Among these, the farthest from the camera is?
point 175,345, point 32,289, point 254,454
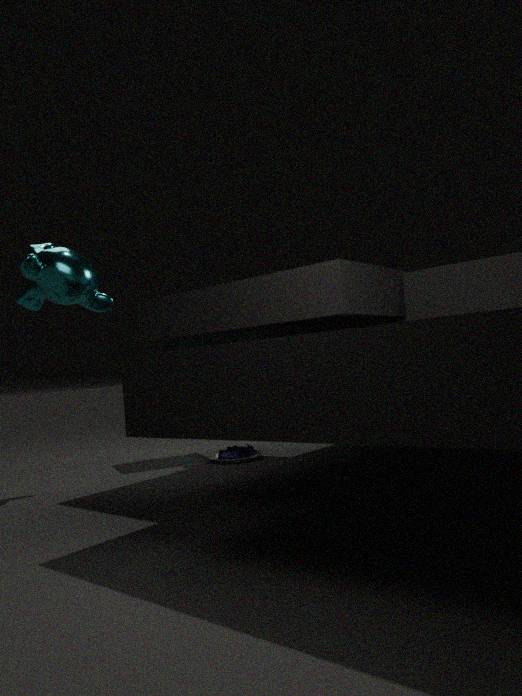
point 175,345
